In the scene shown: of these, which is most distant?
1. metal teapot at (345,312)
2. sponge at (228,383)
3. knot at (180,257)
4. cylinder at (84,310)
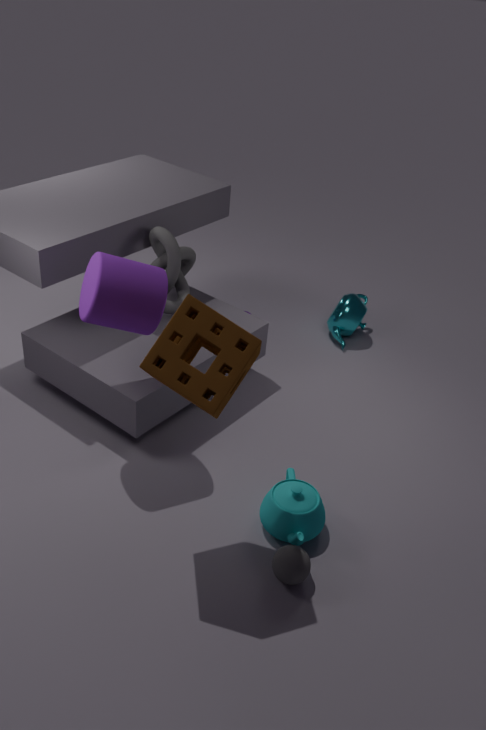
metal teapot at (345,312)
